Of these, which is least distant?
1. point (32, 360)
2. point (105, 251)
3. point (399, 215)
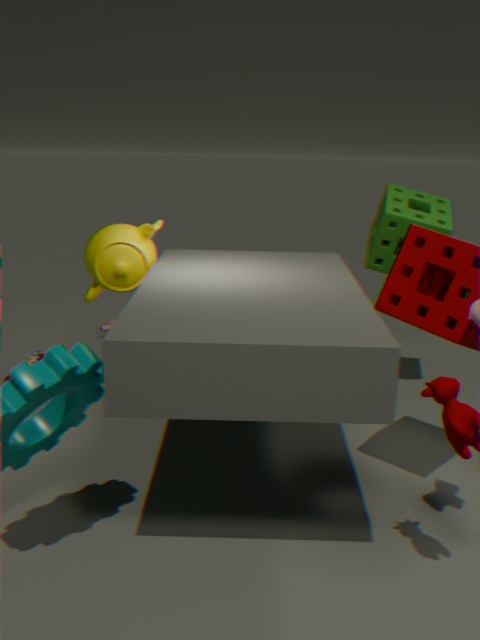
point (105, 251)
